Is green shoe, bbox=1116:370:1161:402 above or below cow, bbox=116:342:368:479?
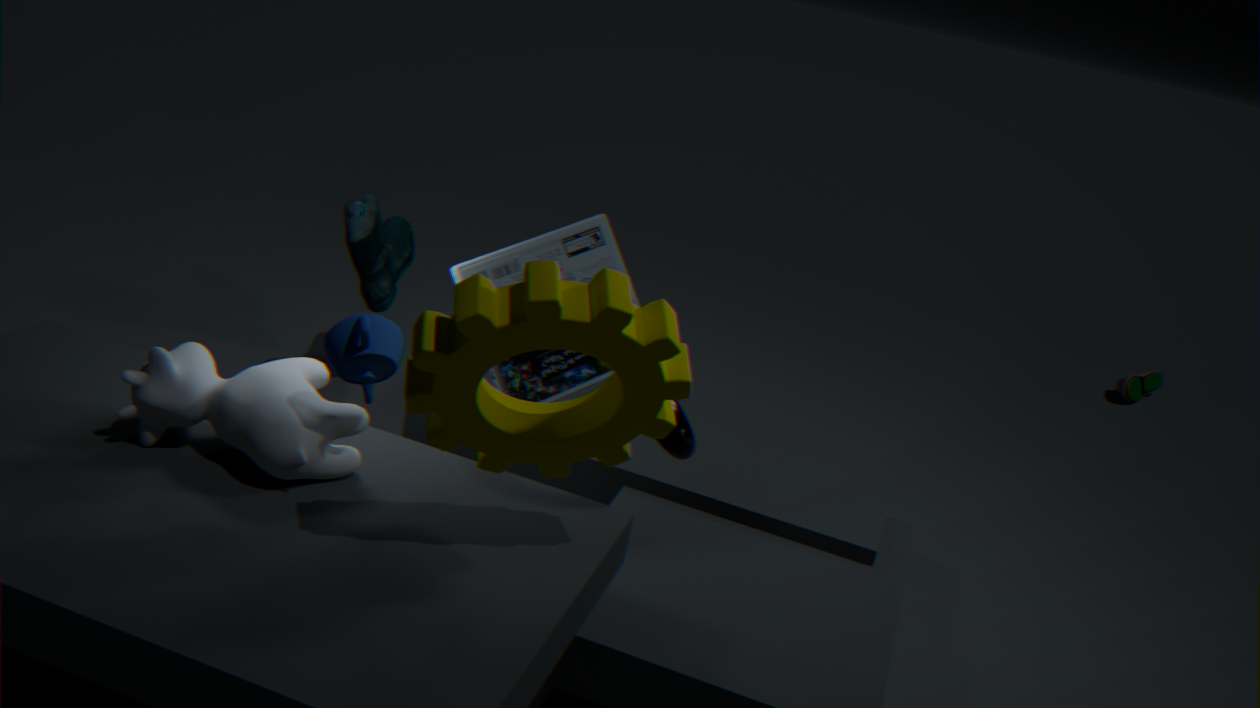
below
